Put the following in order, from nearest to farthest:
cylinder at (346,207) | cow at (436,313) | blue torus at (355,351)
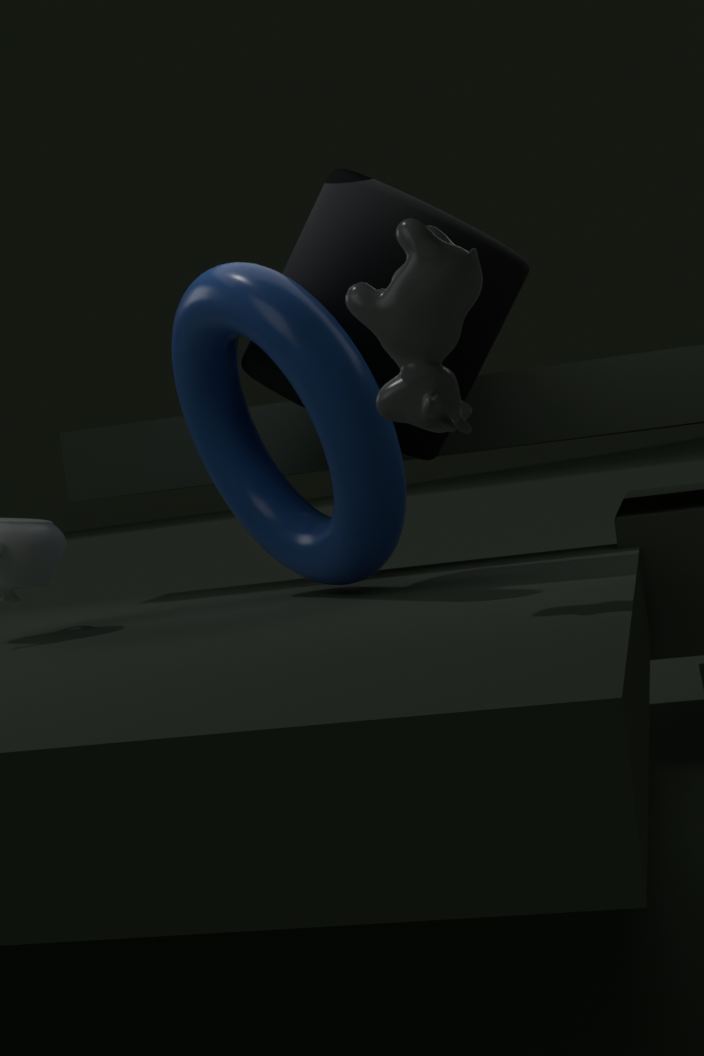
cow at (436,313)
blue torus at (355,351)
cylinder at (346,207)
